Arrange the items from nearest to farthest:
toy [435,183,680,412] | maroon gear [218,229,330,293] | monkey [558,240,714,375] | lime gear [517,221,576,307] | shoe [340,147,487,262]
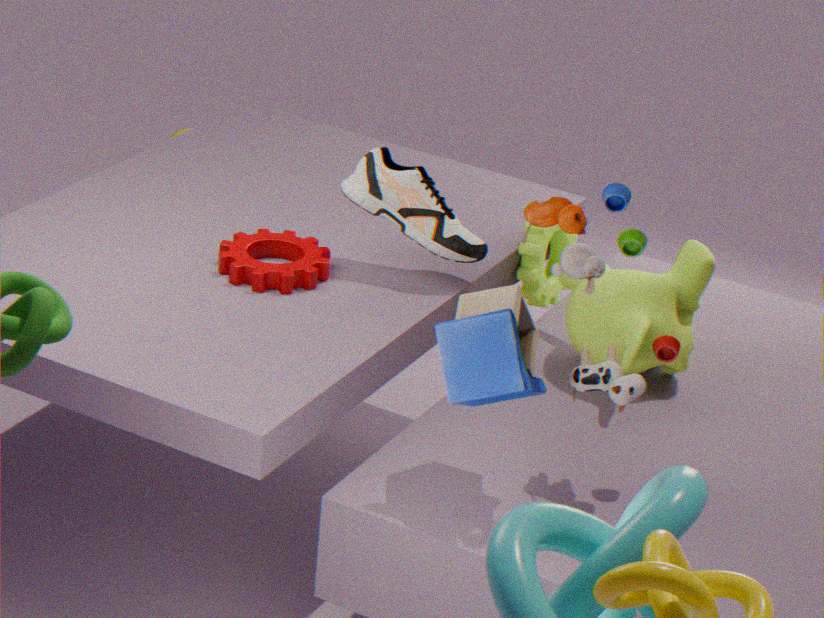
1. toy [435,183,680,412]
2. maroon gear [218,229,330,293]
3. monkey [558,240,714,375]
4. shoe [340,147,487,262]
5. lime gear [517,221,576,307]
